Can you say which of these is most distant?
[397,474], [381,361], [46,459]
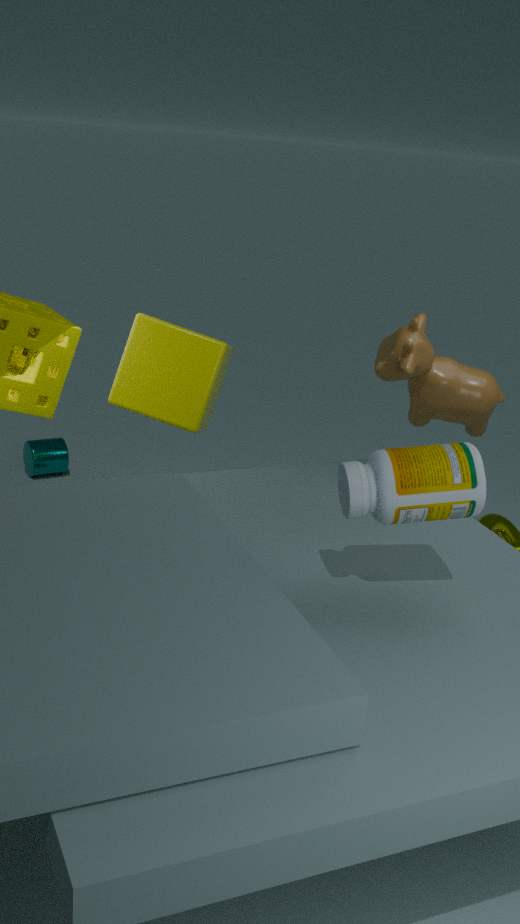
[46,459]
